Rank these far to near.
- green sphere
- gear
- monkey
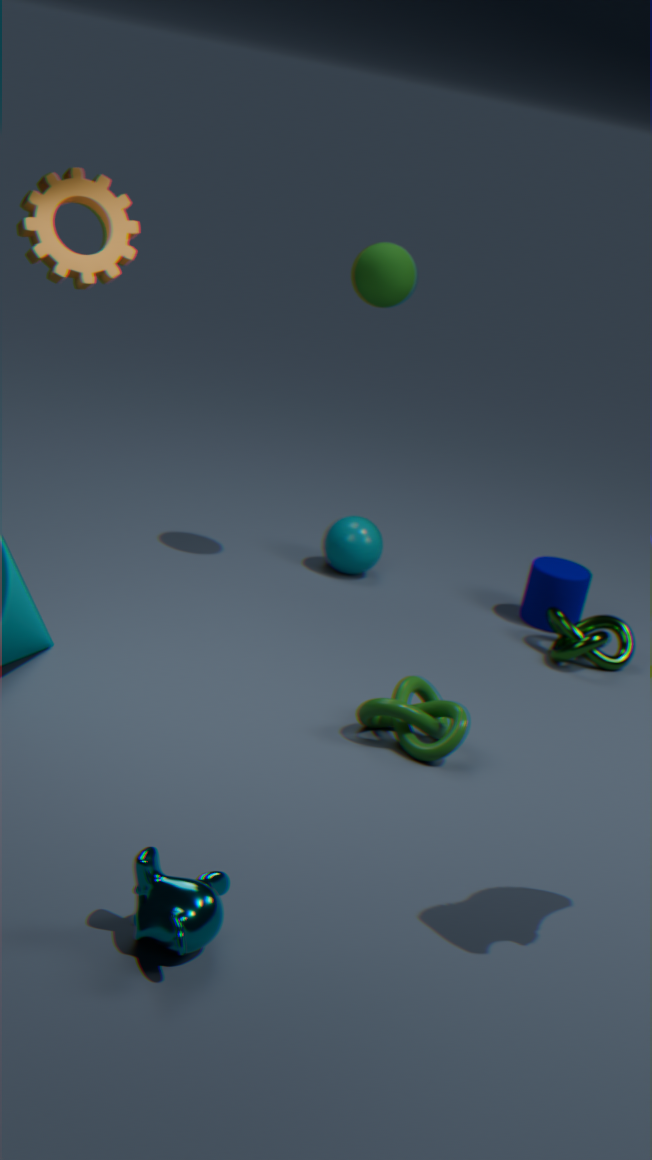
green sphere
gear
monkey
